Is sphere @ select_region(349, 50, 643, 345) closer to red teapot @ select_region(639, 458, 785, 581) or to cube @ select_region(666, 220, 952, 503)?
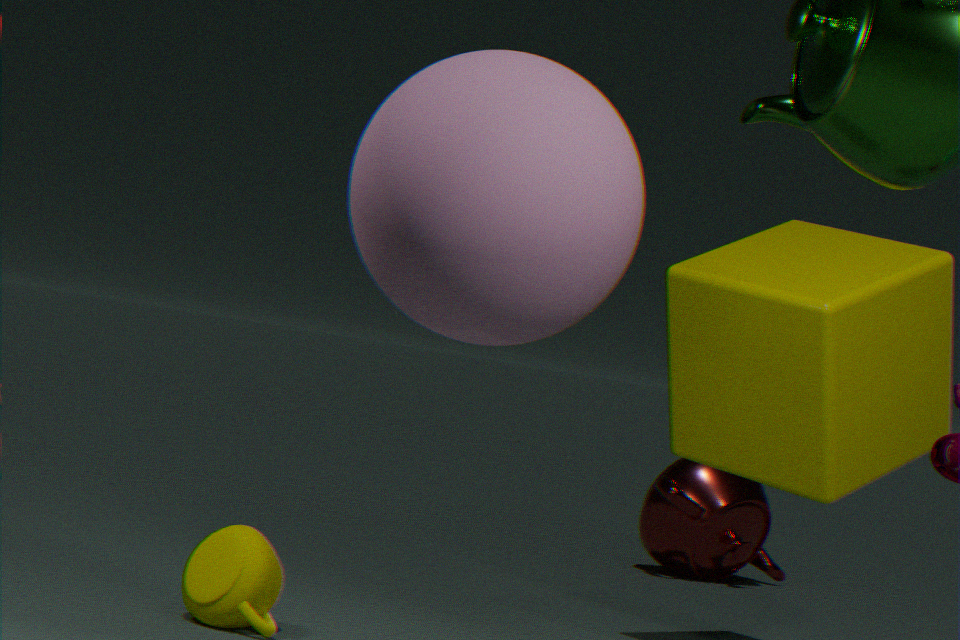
cube @ select_region(666, 220, 952, 503)
